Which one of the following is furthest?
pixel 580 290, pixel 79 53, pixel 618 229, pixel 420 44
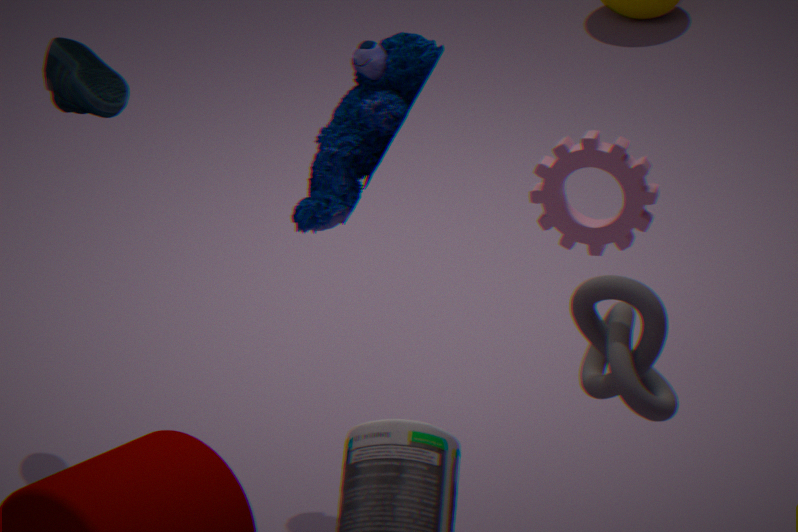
pixel 79 53
